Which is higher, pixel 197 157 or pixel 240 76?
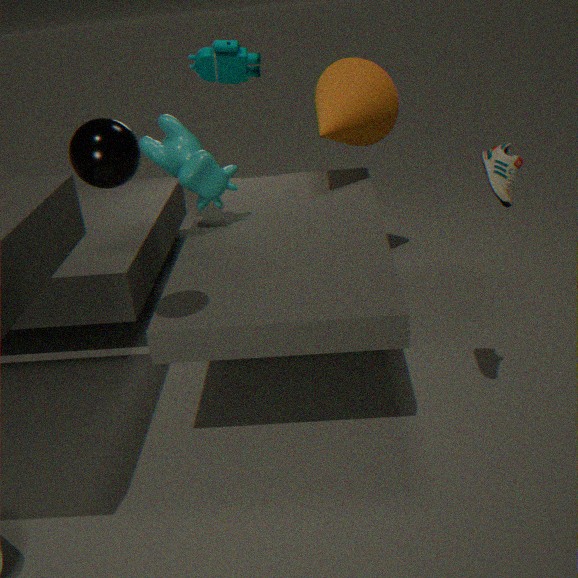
pixel 240 76
